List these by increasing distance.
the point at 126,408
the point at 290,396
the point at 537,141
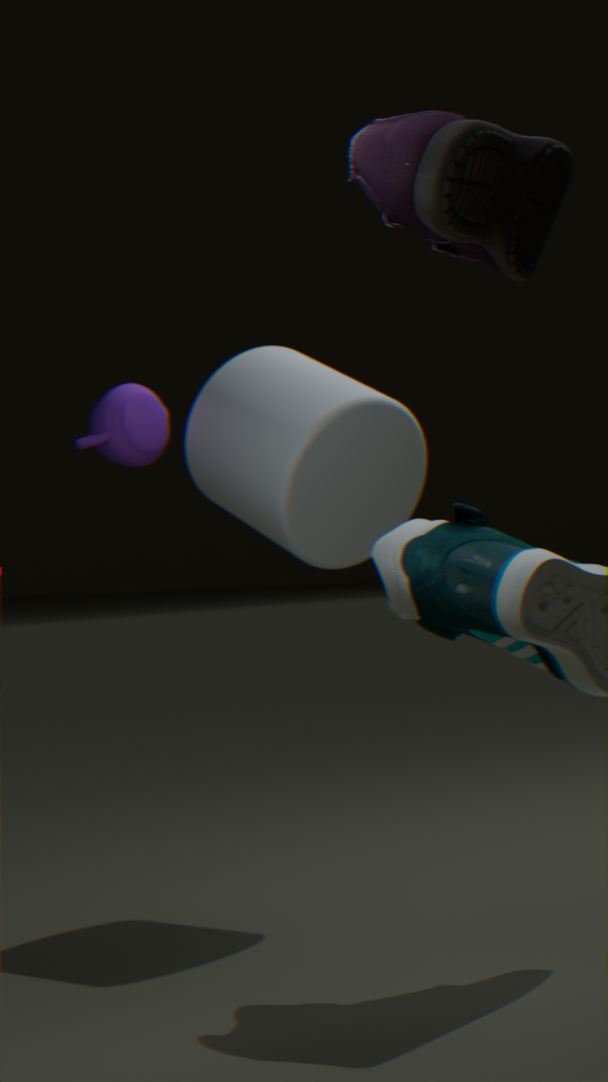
1. the point at 537,141
2. the point at 290,396
3. the point at 126,408
